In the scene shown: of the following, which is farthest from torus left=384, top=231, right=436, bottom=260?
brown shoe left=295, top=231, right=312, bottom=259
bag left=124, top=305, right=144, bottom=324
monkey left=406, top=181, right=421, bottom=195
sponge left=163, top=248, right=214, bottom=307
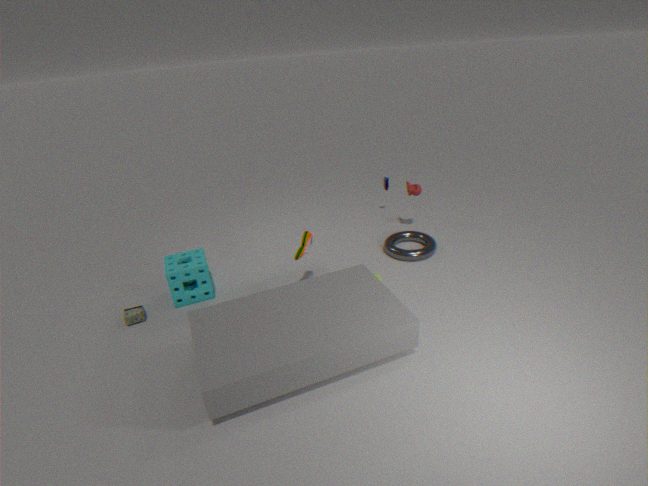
bag left=124, top=305, right=144, bottom=324
